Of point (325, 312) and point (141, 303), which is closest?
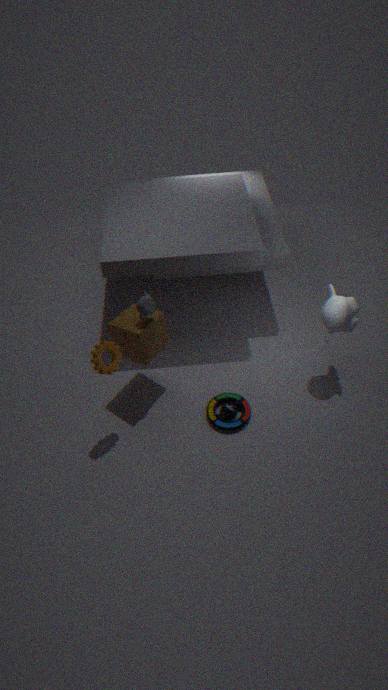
point (141, 303)
